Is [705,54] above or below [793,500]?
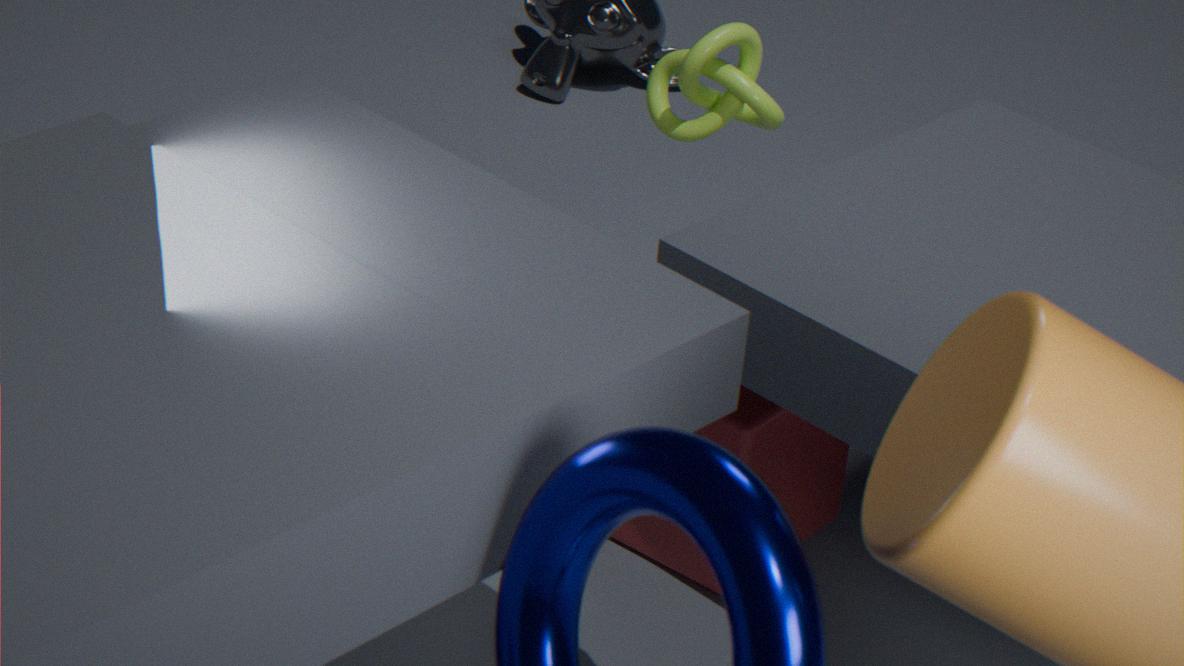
above
